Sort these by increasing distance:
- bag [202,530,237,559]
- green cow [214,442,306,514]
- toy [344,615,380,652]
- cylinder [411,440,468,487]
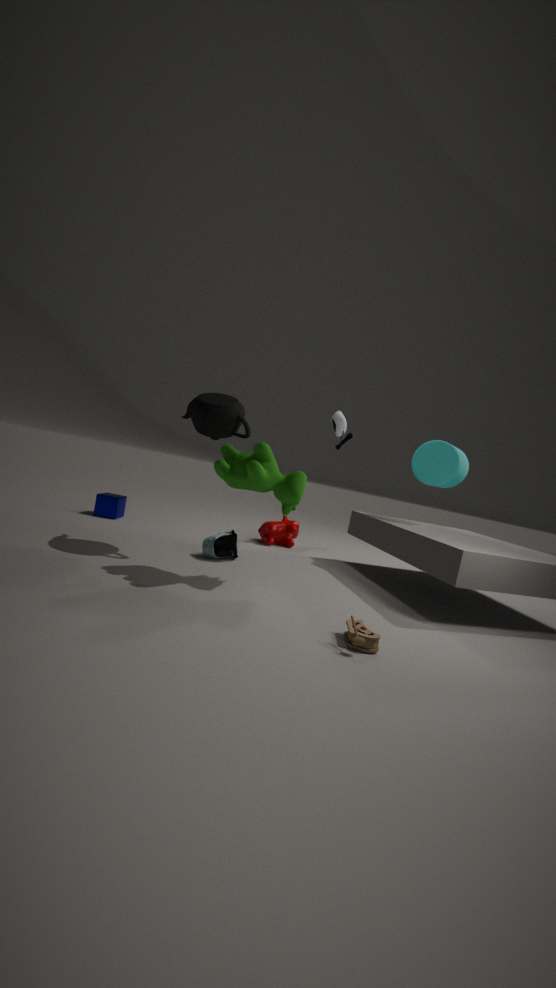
1. toy [344,615,380,652]
2. green cow [214,442,306,514]
3. bag [202,530,237,559]
4. cylinder [411,440,468,487]
